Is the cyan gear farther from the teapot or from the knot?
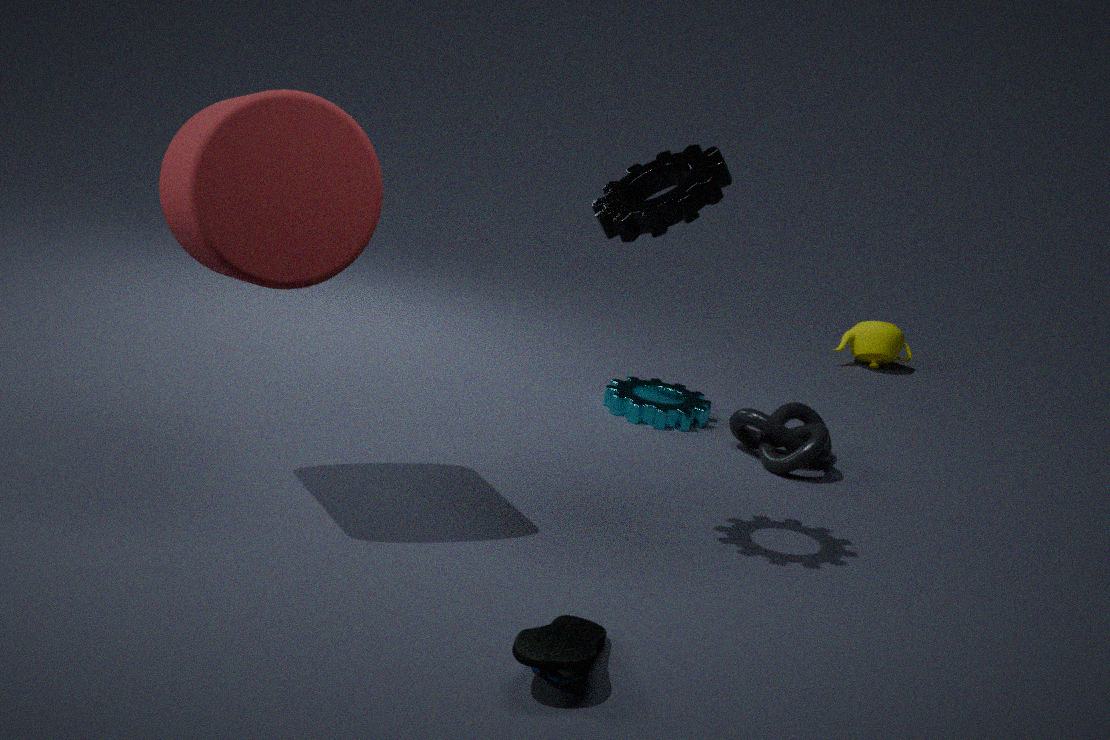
the teapot
